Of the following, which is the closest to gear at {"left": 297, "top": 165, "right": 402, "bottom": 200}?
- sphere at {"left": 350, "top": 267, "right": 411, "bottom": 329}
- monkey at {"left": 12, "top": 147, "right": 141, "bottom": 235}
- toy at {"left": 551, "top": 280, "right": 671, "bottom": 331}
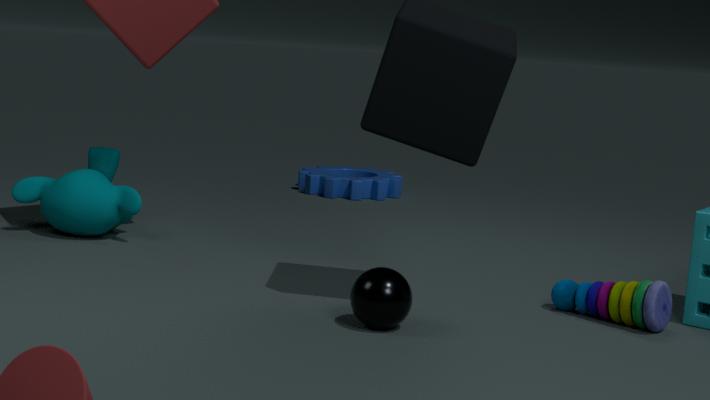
monkey at {"left": 12, "top": 147, "right": 141, "bottom": 235}
